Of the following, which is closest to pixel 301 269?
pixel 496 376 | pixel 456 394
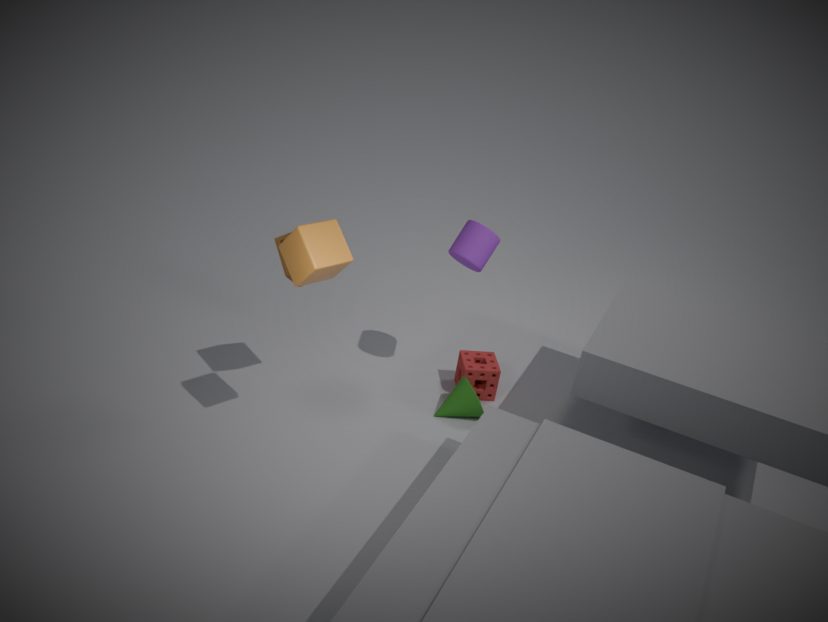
pixel 456 394
